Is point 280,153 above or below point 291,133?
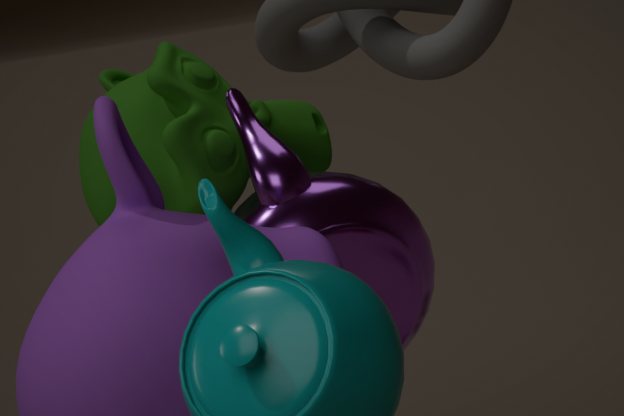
below
